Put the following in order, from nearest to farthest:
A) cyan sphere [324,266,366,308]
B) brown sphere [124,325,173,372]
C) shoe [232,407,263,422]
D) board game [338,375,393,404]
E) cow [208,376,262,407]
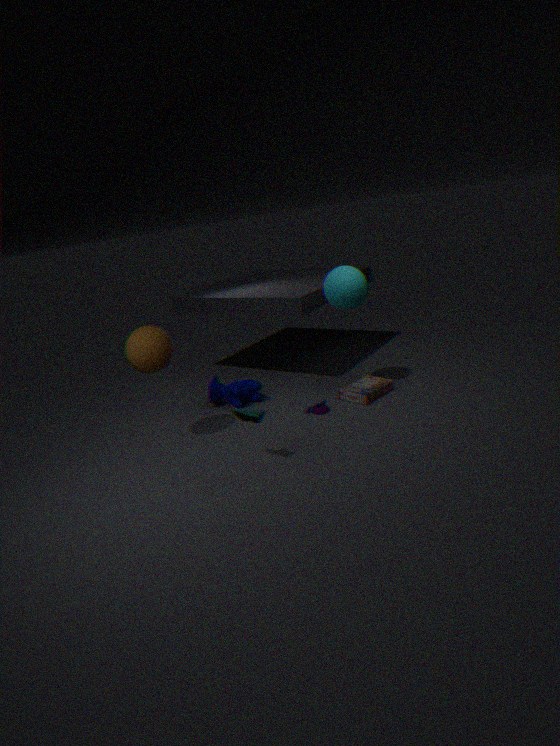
1. shoe [232,407,263,422]
2. brown sphere [124,325,173,372]
3. cyan sphere [324,266,366,308]
4. board game [338,375,393,404]
5. cow [208,376,262,407]
